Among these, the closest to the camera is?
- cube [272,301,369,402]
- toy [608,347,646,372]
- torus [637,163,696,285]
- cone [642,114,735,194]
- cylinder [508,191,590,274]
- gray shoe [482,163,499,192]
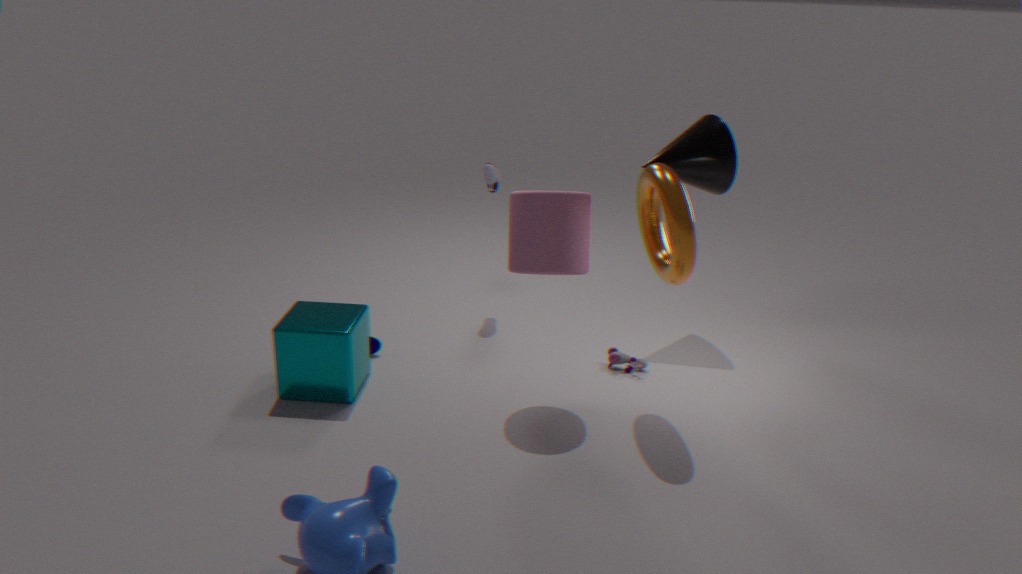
torus [637,163,696,285]
